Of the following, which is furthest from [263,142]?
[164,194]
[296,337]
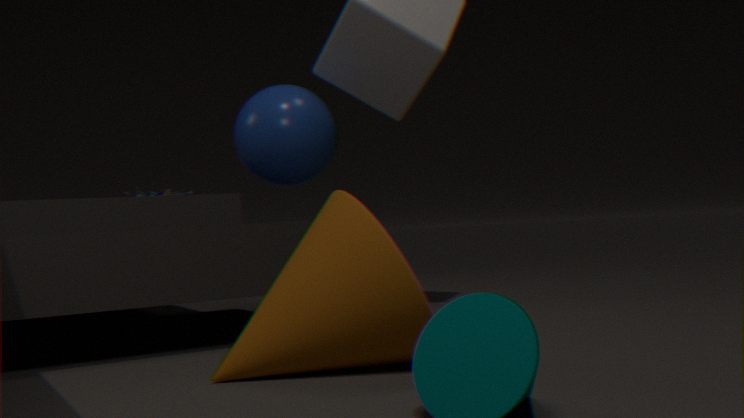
[296,337]
